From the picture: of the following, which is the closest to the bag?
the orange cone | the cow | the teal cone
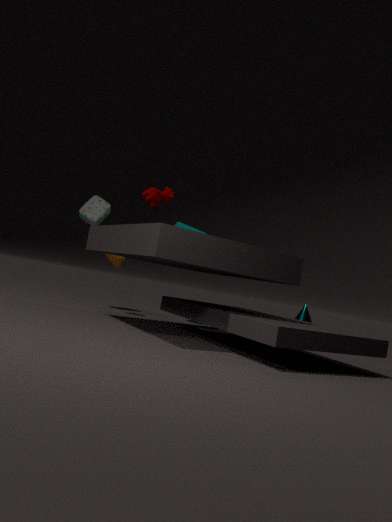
the orange cone
